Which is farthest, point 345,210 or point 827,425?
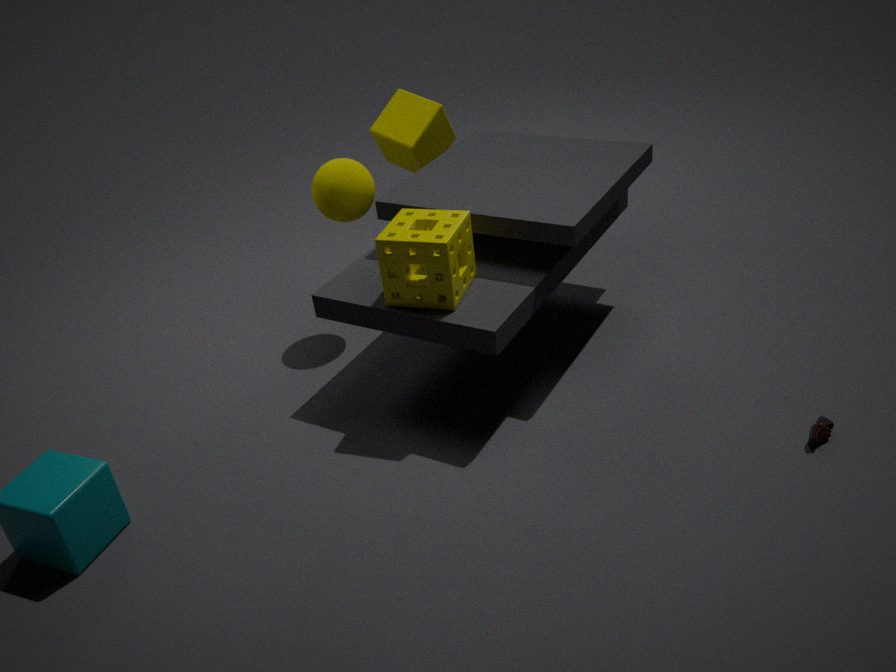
point 345,210
